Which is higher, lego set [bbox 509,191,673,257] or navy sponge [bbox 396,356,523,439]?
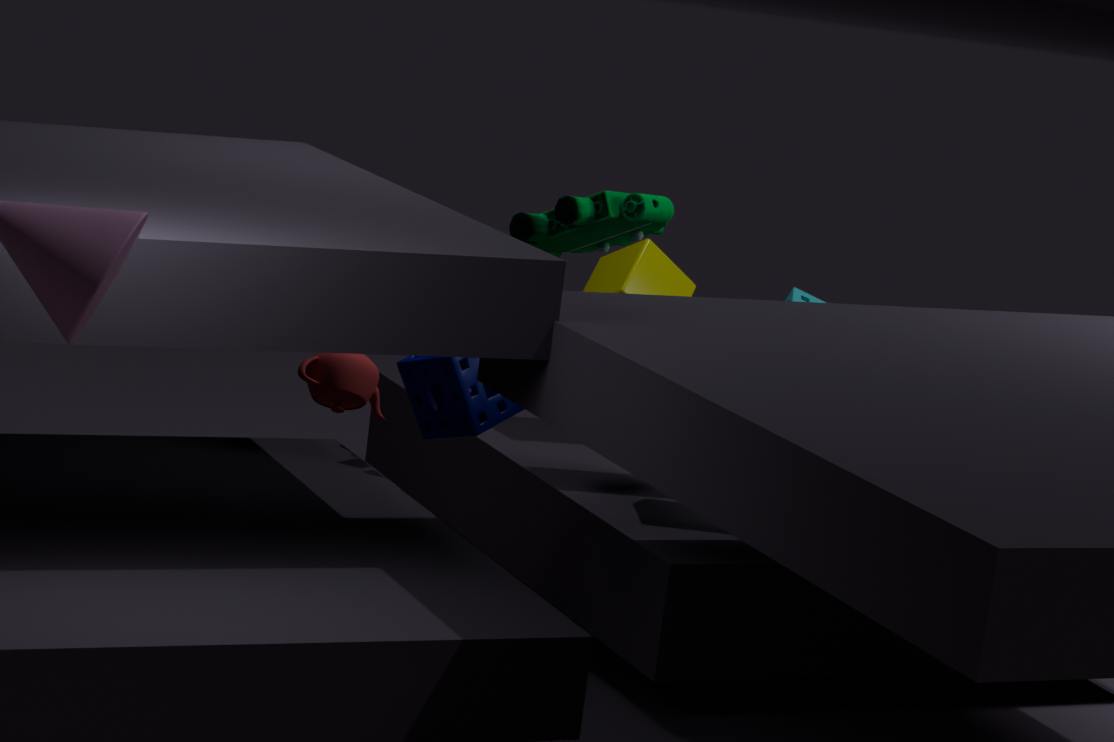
lego set [bbox 509,191,673,257]
